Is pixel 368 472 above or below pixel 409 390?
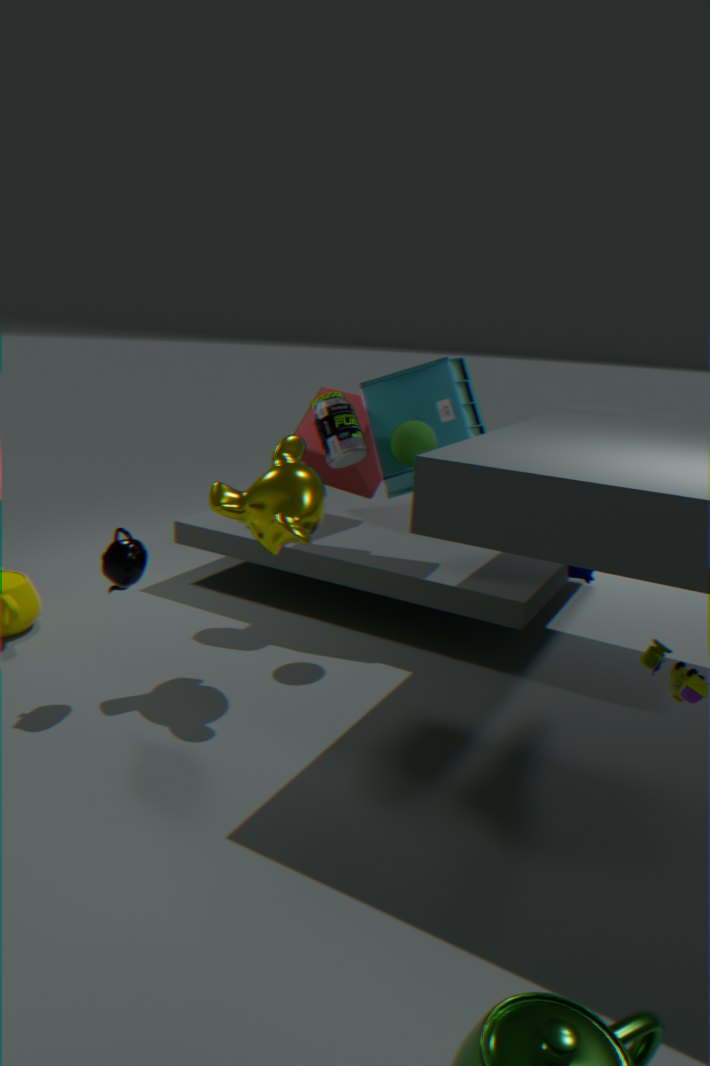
below
